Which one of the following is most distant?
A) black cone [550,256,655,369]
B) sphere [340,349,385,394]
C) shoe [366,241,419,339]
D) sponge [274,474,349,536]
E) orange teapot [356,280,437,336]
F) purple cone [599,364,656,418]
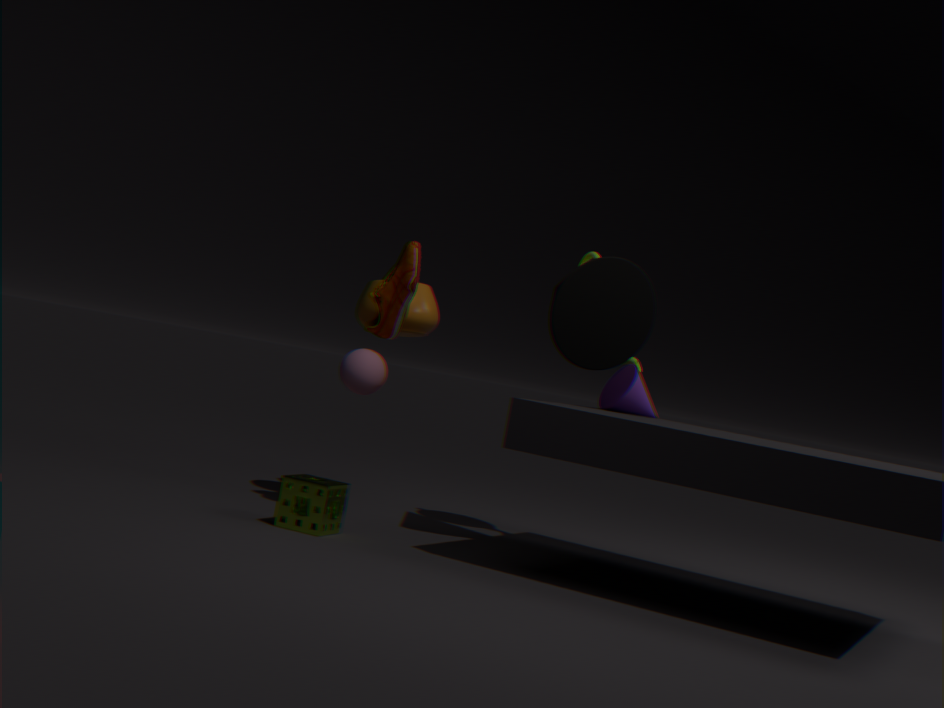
orange teapot [356,280,437,336]
